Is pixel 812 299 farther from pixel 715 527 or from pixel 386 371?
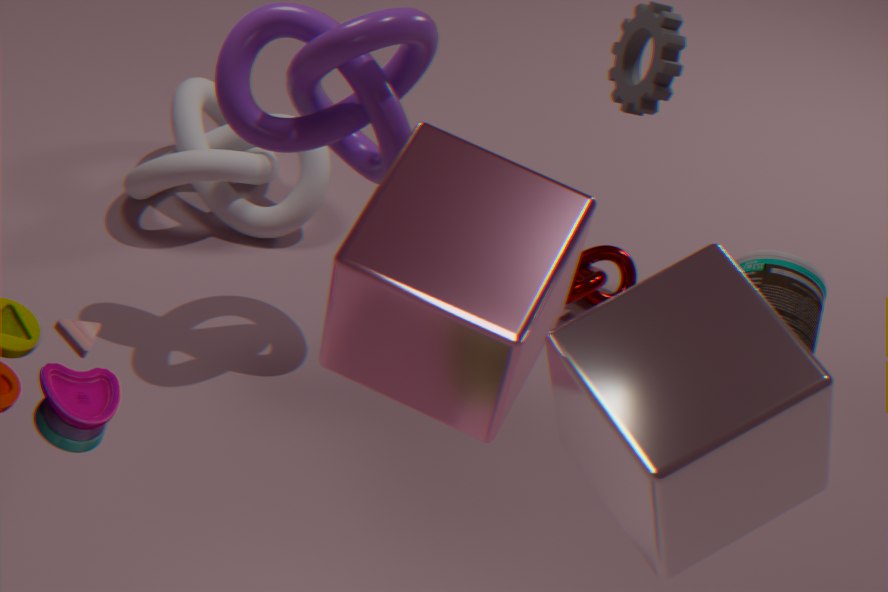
pixel 386 371
